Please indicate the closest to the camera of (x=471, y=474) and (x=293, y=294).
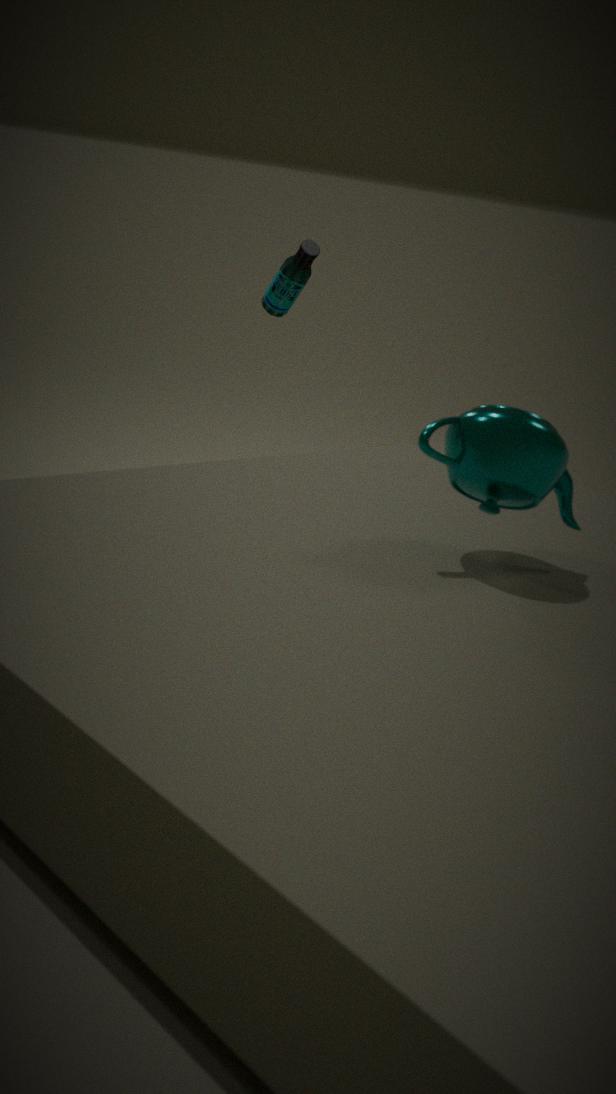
(x=471, y=474)
